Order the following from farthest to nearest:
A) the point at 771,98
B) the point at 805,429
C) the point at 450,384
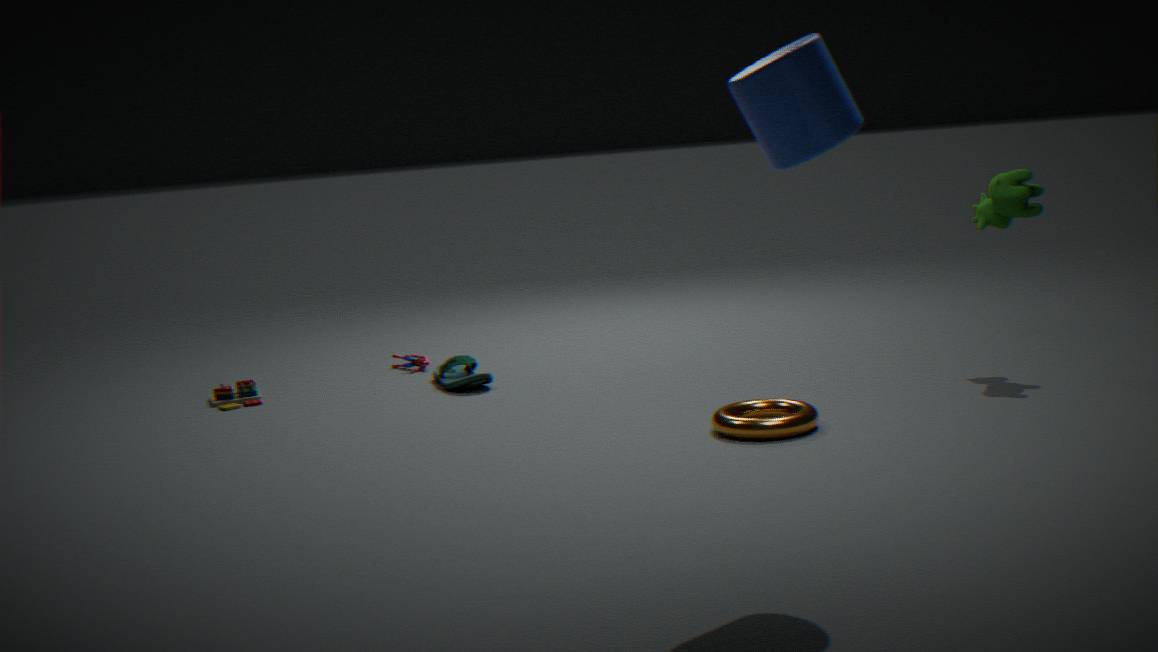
the point at 450,384 < the point at 805,429 < the point at 771,98
